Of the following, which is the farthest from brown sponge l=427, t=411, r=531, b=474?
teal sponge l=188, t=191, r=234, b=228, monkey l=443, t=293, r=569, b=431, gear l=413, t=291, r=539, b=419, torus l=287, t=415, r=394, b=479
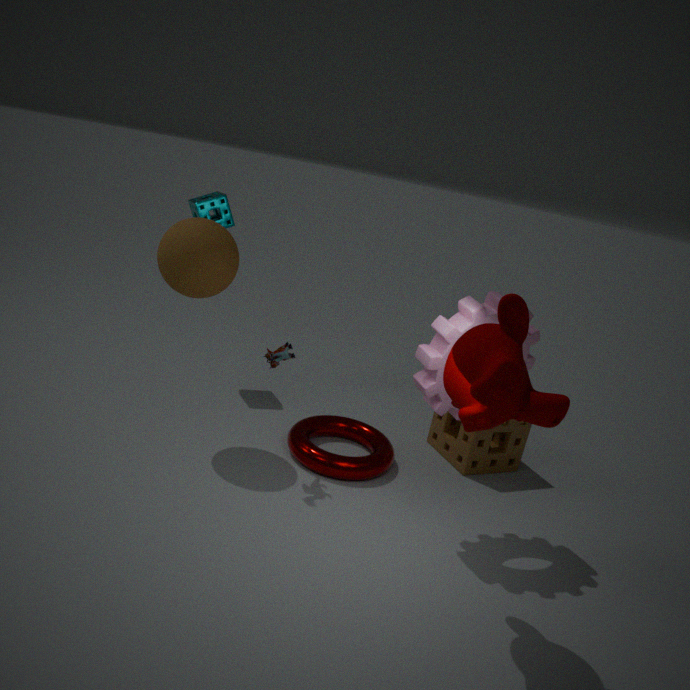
teal sponge l=188, t=191, r=234, b=228
